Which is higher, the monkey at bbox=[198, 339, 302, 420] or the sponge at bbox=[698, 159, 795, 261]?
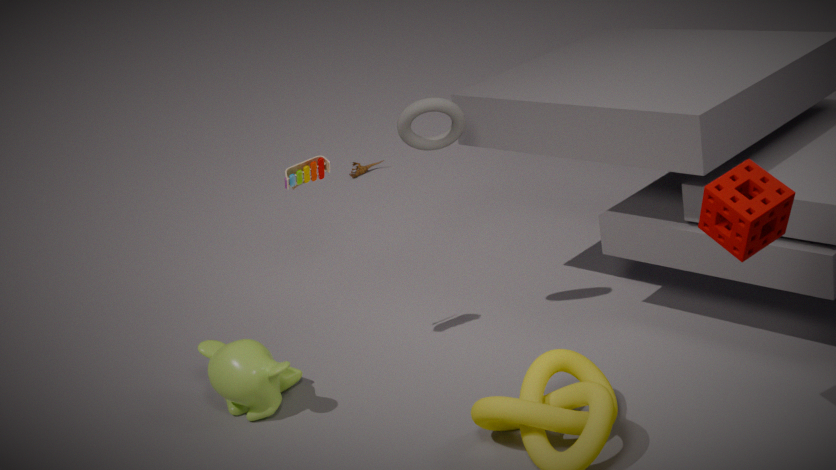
the sponge at bbox=[698, 159, 795, 261]
